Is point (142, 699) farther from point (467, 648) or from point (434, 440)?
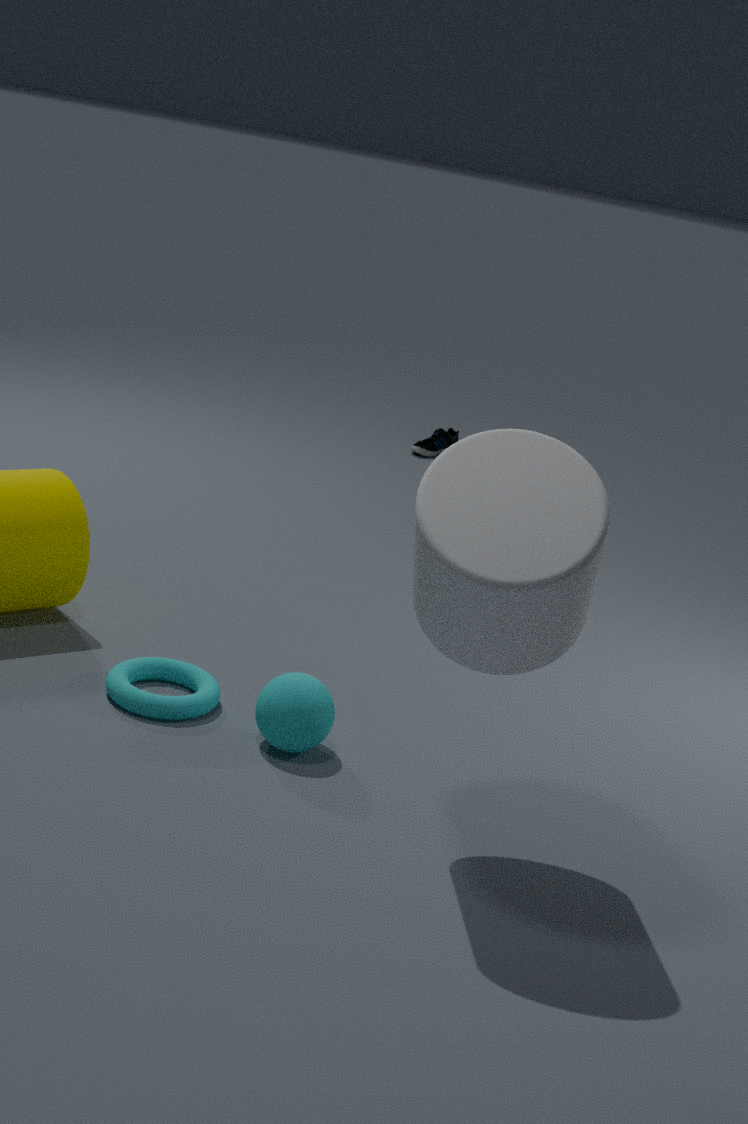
point (434, 440)
